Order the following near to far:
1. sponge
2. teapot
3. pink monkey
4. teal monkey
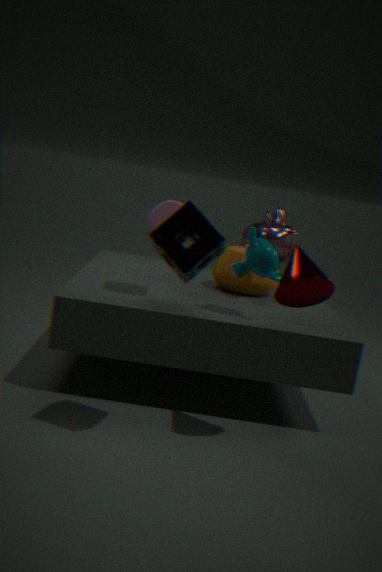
1. sponge
2. teal monkey
3. teapot
4. pink monkey
